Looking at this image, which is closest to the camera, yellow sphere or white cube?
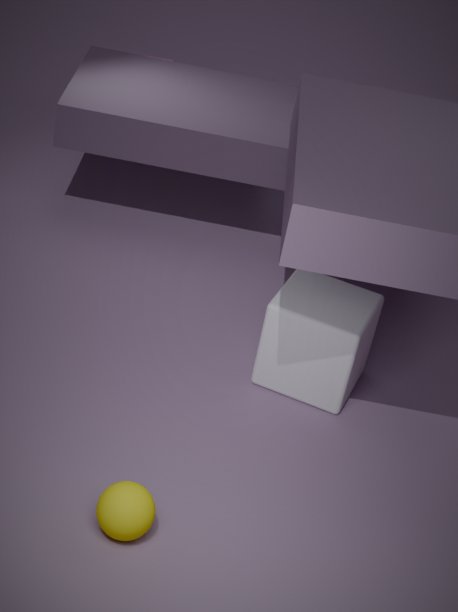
yellow sphere
